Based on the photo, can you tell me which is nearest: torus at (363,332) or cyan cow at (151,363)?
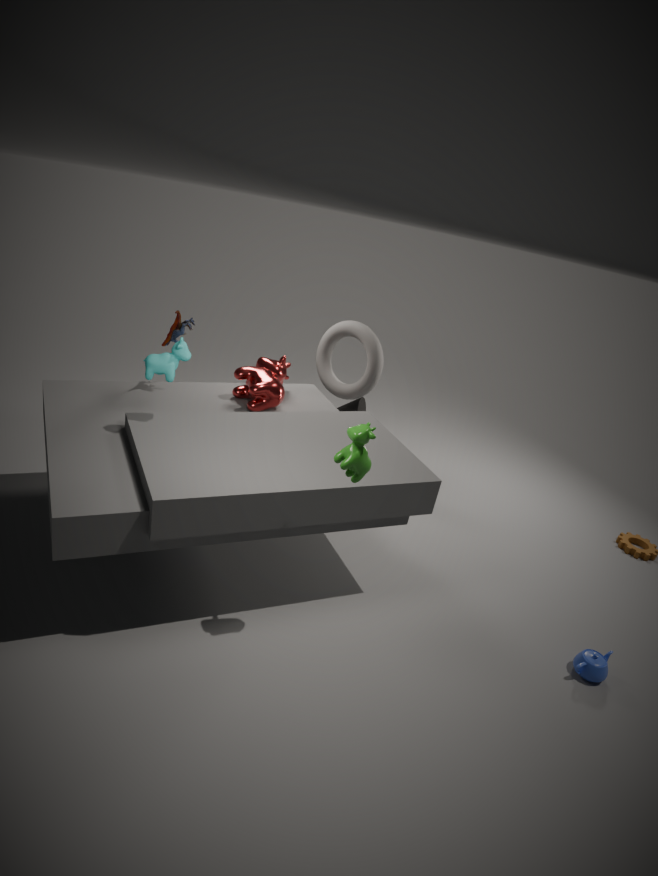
cyan cow at (151,363)
